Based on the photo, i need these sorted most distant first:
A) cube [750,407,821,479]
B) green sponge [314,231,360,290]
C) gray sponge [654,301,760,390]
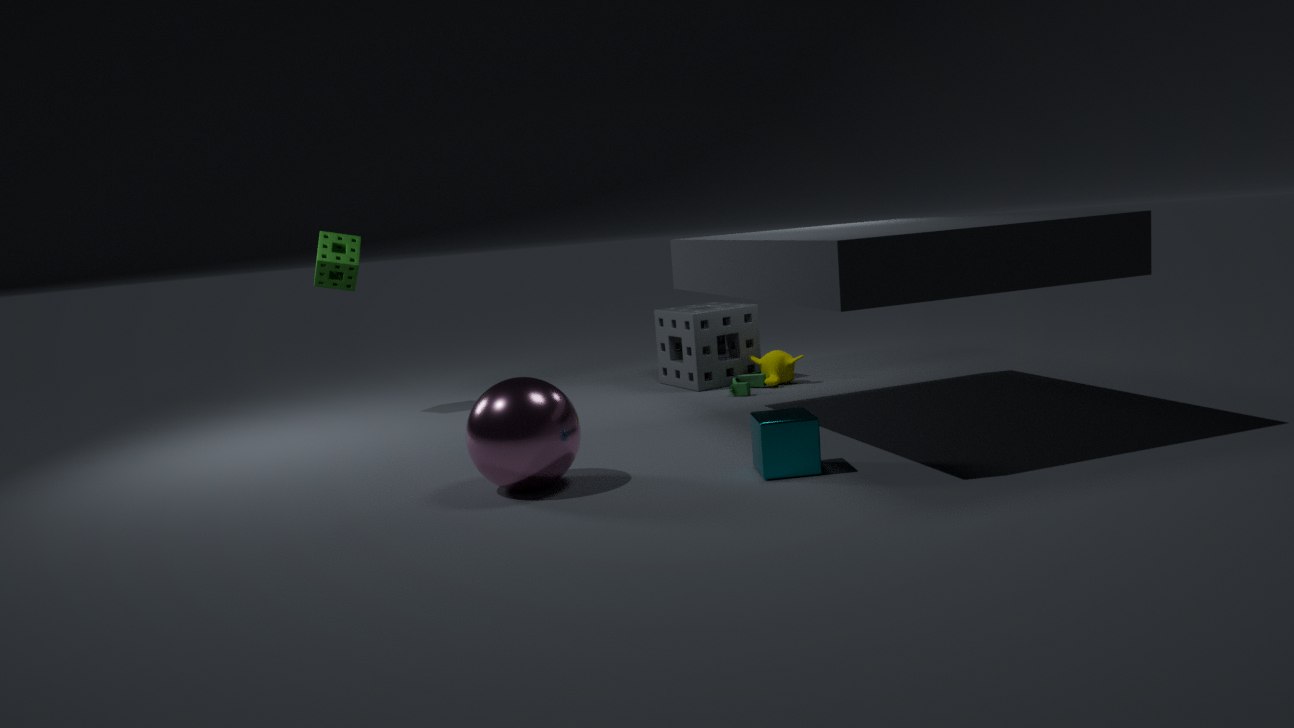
gray sponge [654,301,760,390], green sponge [314,231,360,290], cube [750,407,821,479]
